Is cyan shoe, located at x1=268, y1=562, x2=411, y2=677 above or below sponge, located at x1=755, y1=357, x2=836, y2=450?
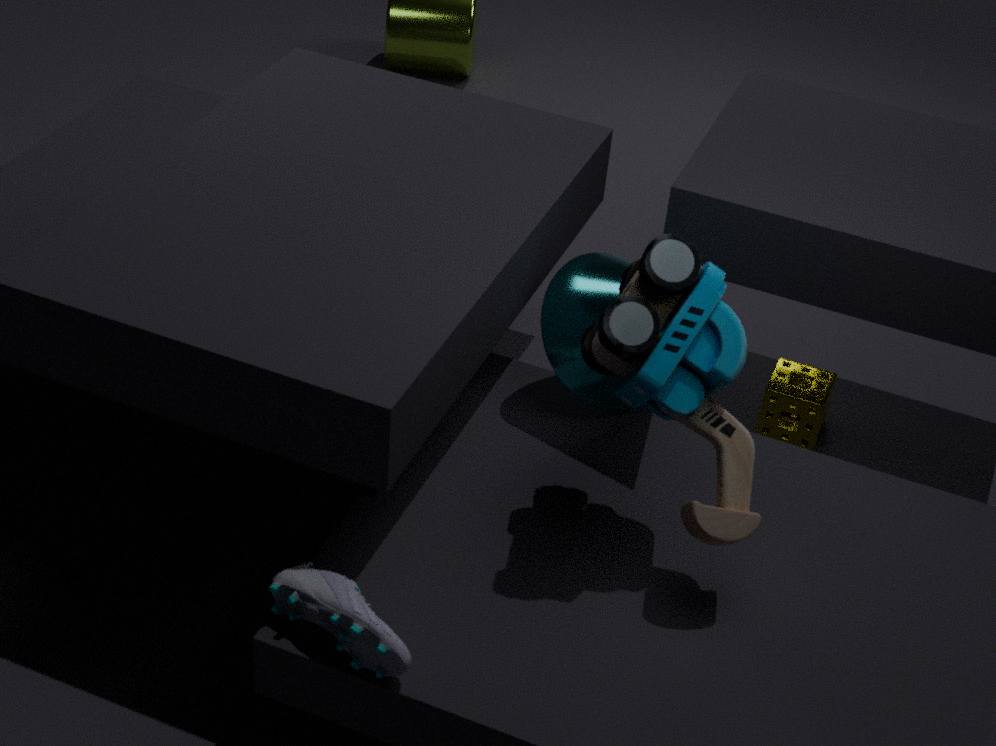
above
